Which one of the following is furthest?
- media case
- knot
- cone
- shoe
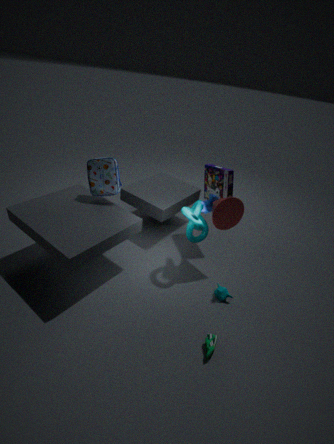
media case
